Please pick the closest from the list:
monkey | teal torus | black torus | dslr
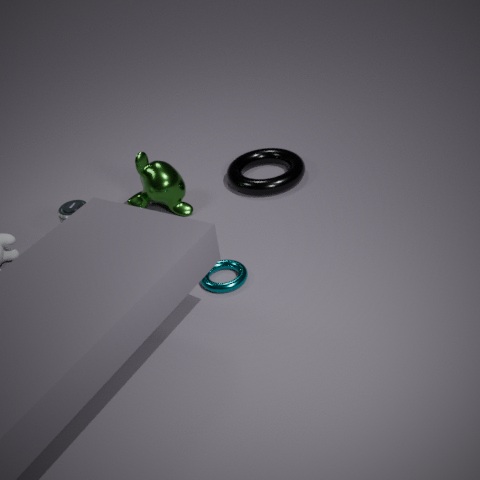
teal torus
